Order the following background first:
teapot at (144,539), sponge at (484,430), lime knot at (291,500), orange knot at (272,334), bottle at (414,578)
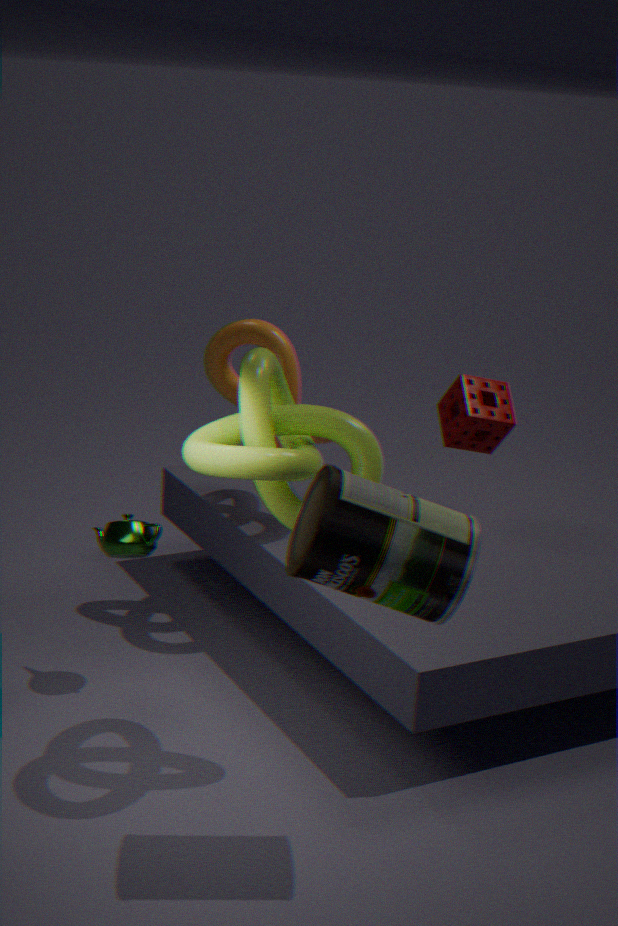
sponge at (484,430) < orange knot at (272,334) < teapot at (144,539) < lime knot at (291,500) < bottle at (414,578)
